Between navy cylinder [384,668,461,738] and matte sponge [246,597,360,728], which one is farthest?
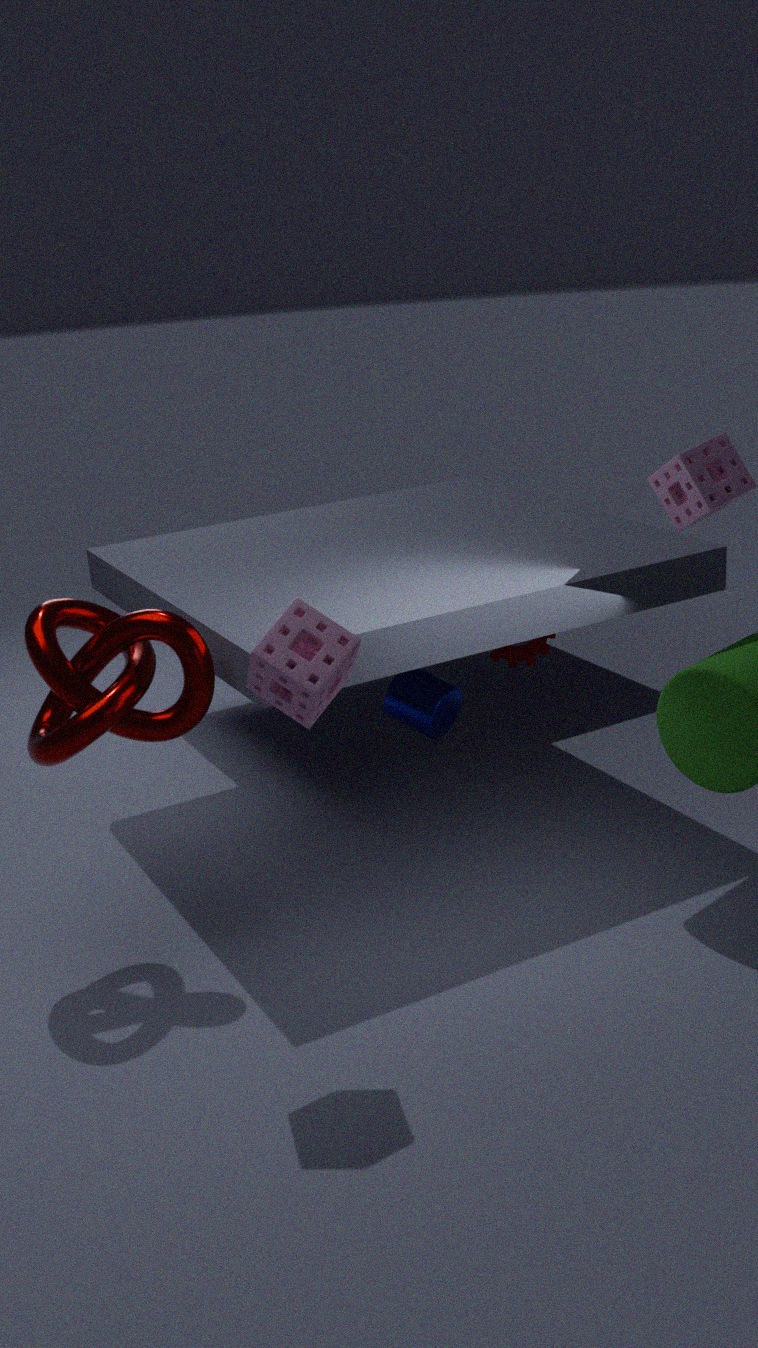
navy cylinder [384,668,461,738]
